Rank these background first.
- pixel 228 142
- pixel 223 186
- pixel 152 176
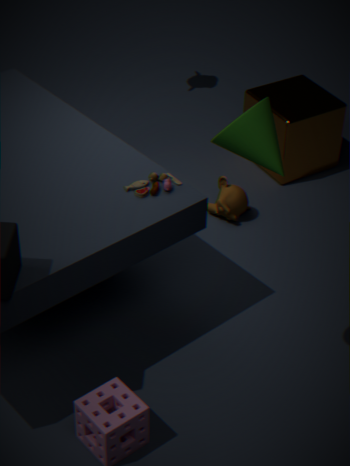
1. pixel 223 186
2. pixel 152 176
3. pixel 228 142
